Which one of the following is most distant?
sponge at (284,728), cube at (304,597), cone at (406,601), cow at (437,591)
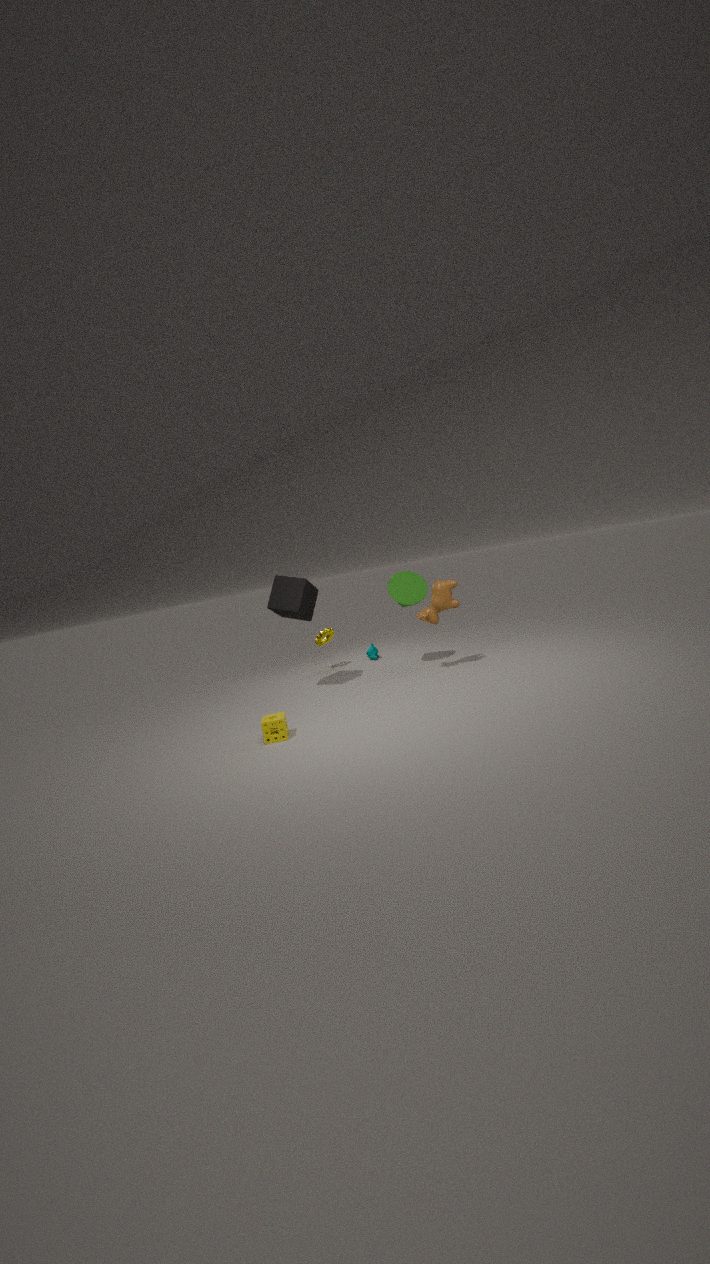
cone at (406,601)
